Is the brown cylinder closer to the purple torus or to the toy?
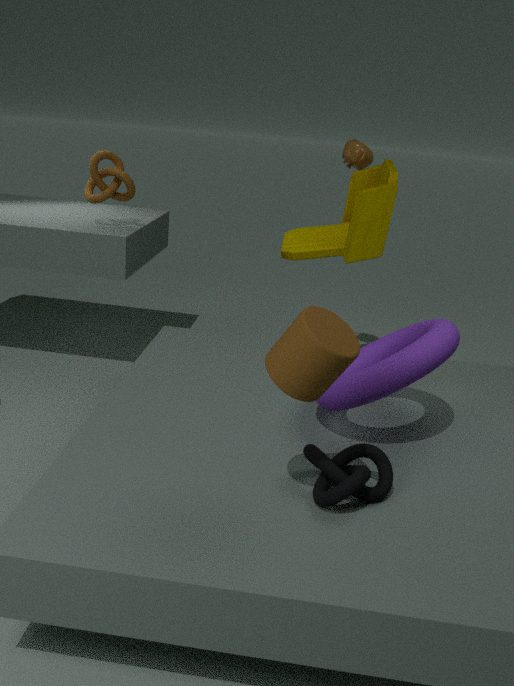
the purple torus
